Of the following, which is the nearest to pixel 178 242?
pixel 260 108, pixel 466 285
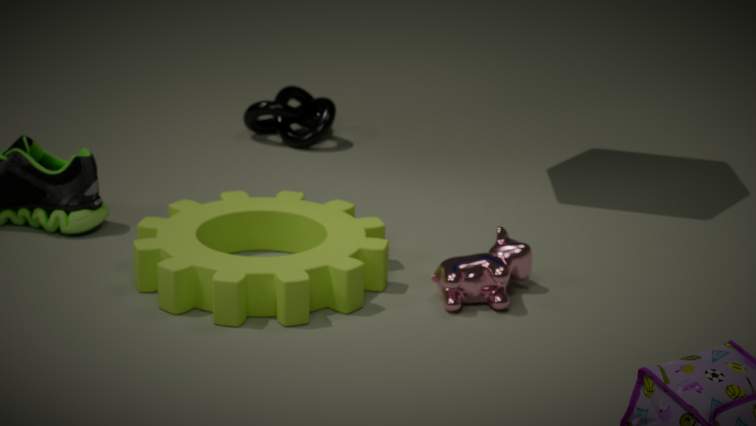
pixel 466 285
